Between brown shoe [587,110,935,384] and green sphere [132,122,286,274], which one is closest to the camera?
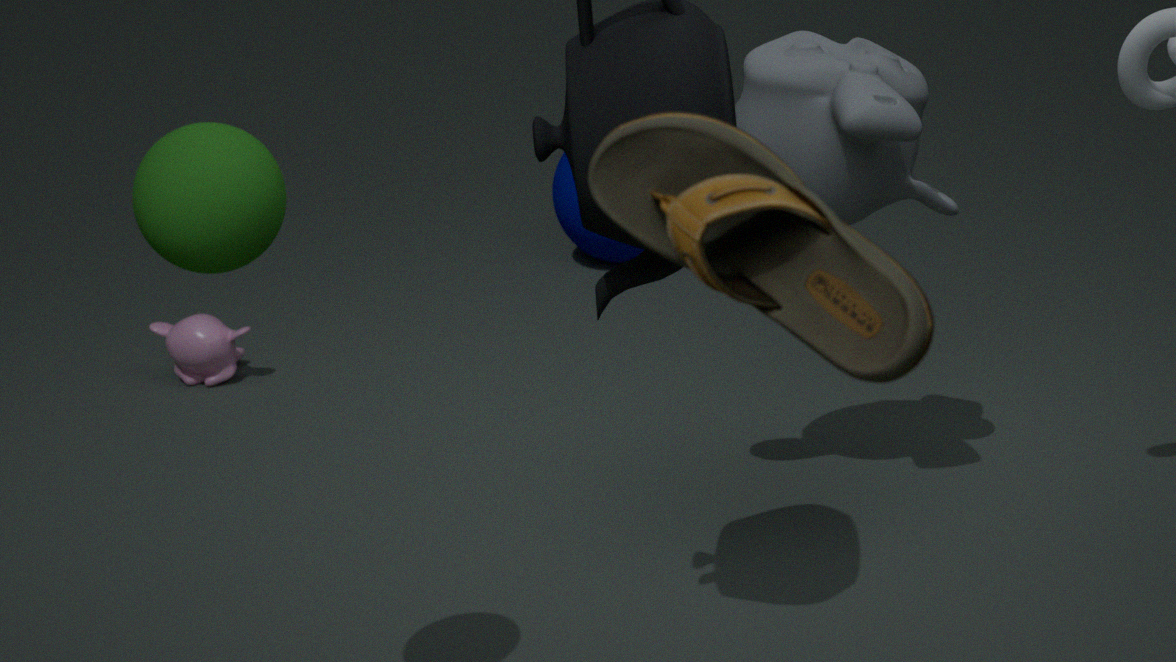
brown shoe [587,110,935,384]
